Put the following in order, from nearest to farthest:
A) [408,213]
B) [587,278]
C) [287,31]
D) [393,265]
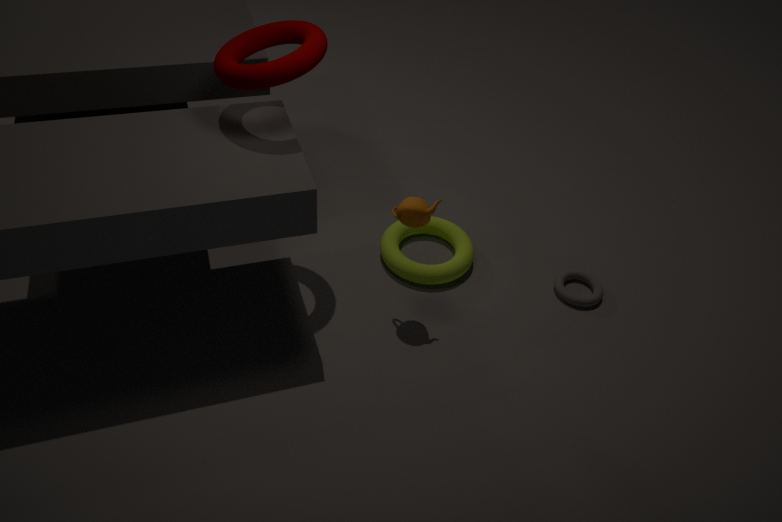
[408,213], [287,31], [393,265], [587,278]
